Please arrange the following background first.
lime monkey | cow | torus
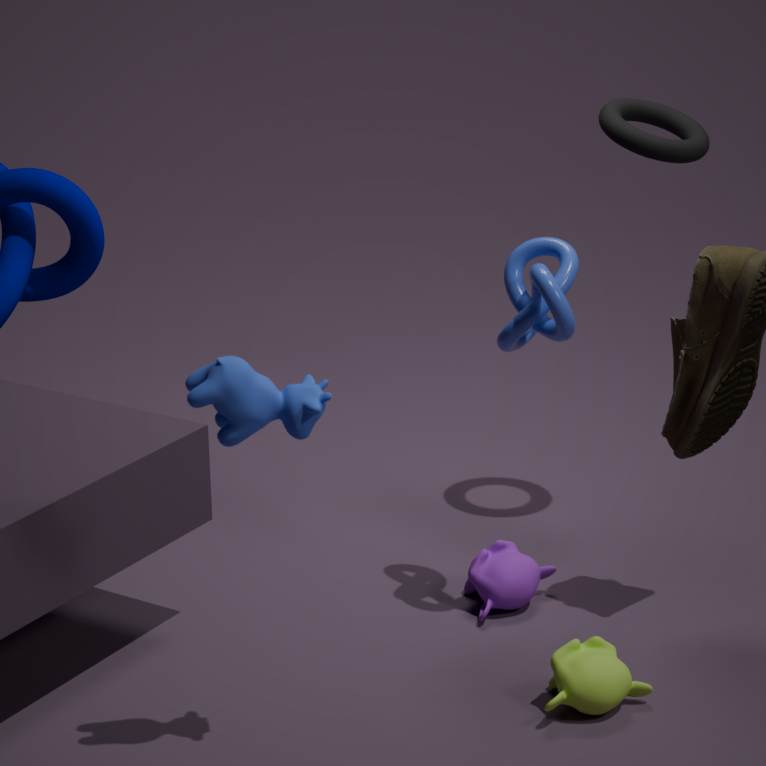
torus < lime monkey < cow
